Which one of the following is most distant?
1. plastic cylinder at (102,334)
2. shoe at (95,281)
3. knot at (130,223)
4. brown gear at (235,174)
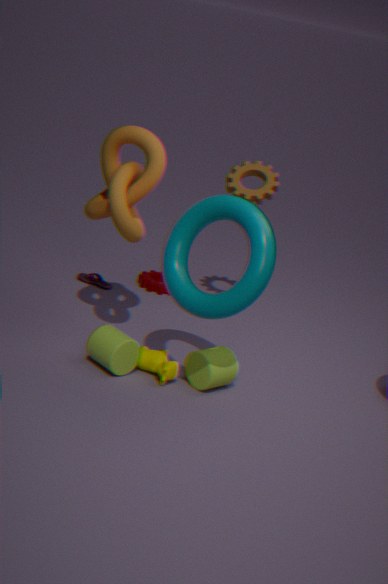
shoe at (95,281)
